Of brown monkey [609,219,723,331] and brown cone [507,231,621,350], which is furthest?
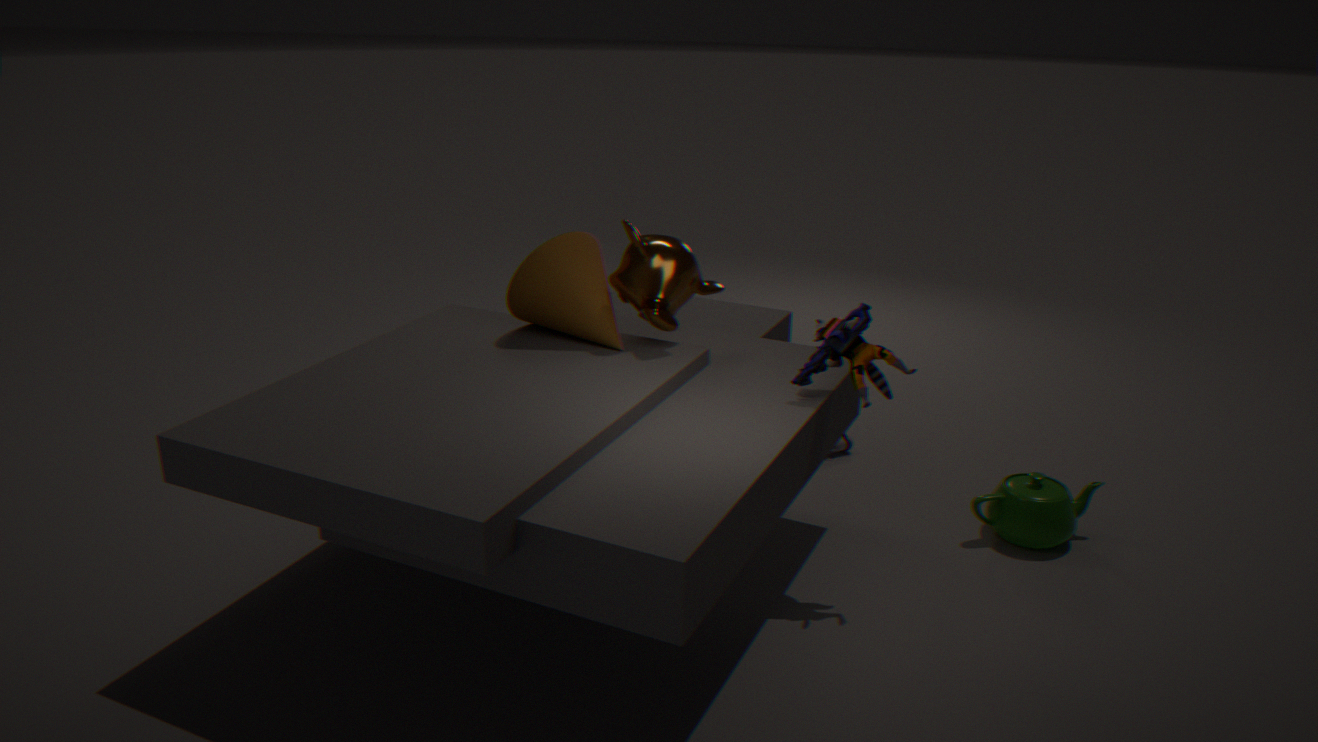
brown cone [507,231,621,350]
